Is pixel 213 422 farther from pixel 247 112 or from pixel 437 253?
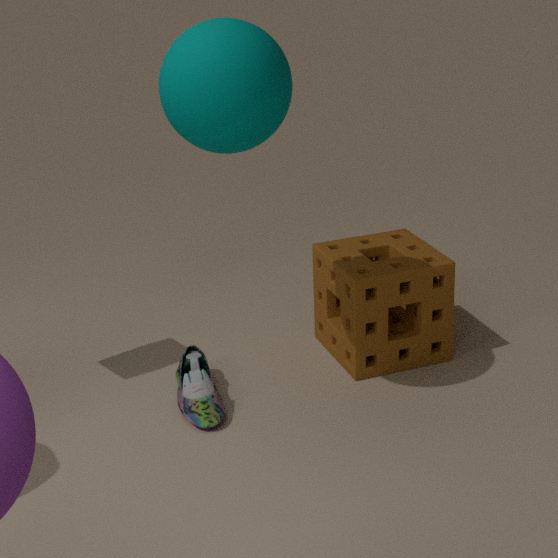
pixel 247 112
